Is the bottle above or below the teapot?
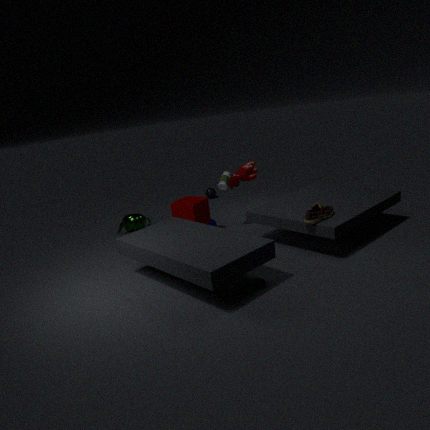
above
